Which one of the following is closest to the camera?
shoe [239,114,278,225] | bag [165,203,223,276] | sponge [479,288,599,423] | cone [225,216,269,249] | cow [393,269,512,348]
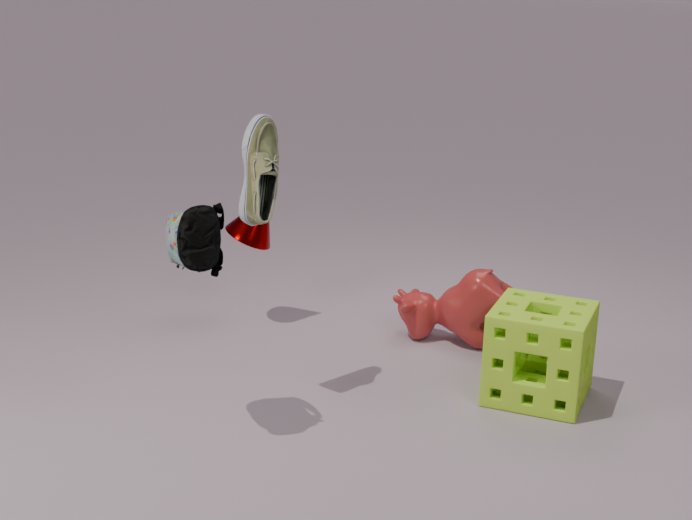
bag [165,203,223,276]
